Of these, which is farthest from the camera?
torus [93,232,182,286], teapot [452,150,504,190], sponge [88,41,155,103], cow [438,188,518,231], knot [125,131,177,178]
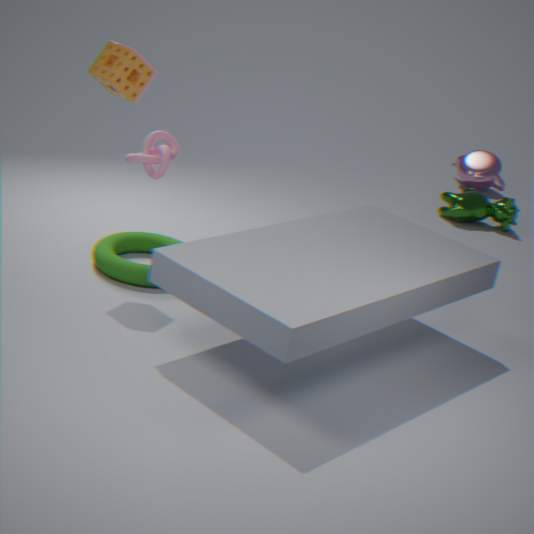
teapot [452,150,504,190]
